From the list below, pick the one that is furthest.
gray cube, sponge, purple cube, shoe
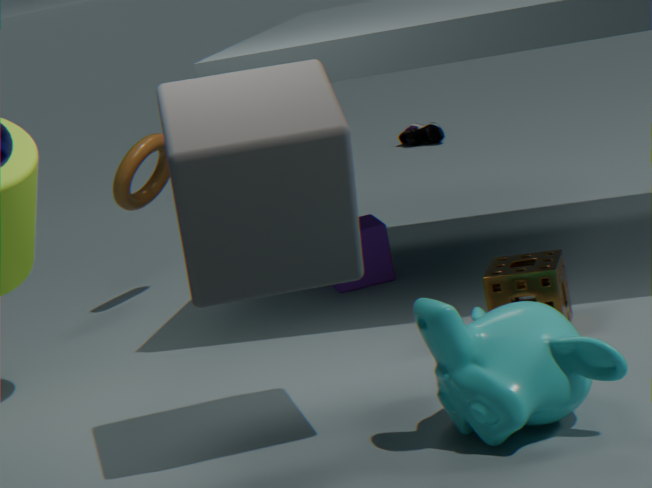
shoe
